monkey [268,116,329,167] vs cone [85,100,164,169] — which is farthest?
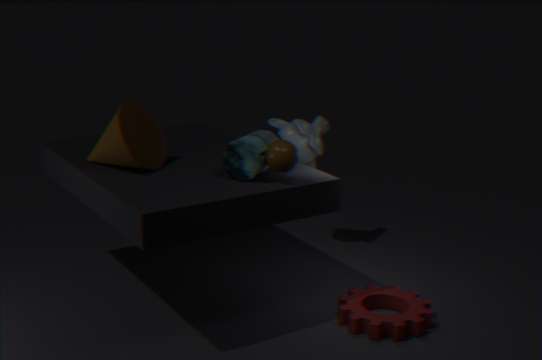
monkey [268,116,329,167]
